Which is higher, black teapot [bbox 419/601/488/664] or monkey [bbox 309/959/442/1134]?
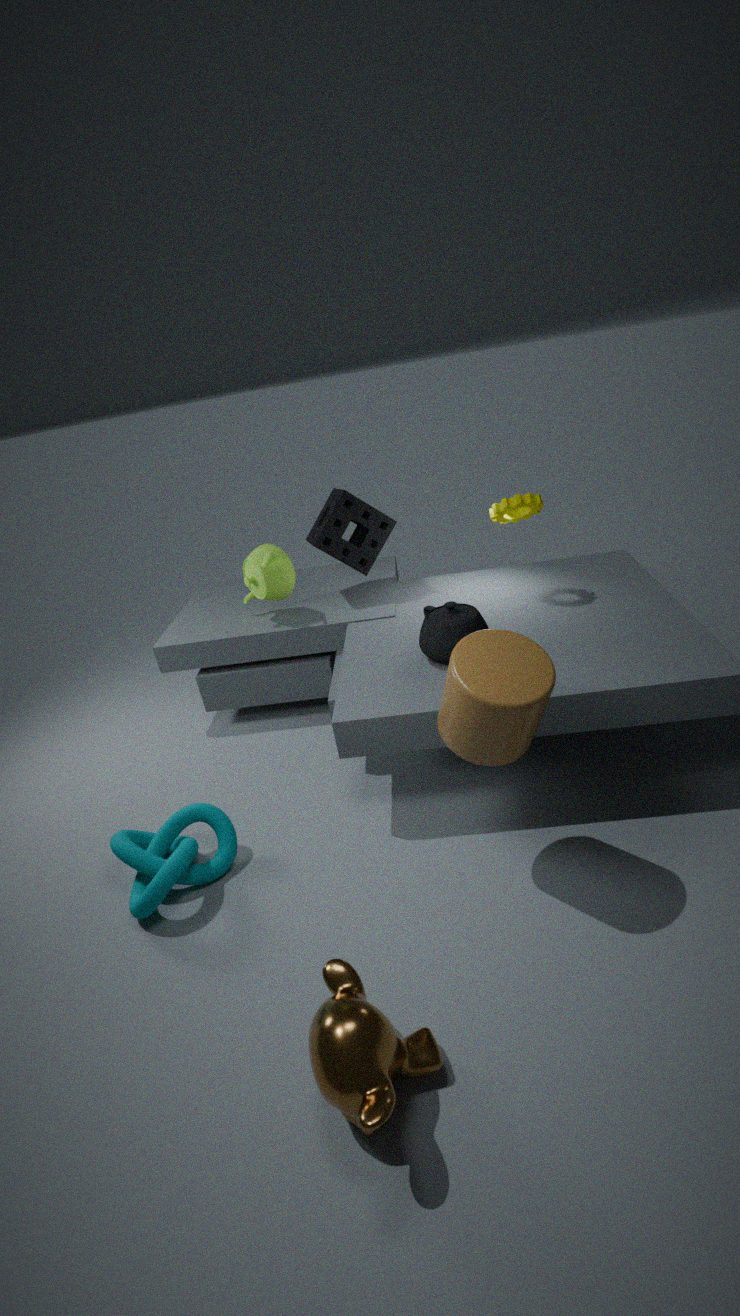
black teapot [bbox 419/601/488/664]
